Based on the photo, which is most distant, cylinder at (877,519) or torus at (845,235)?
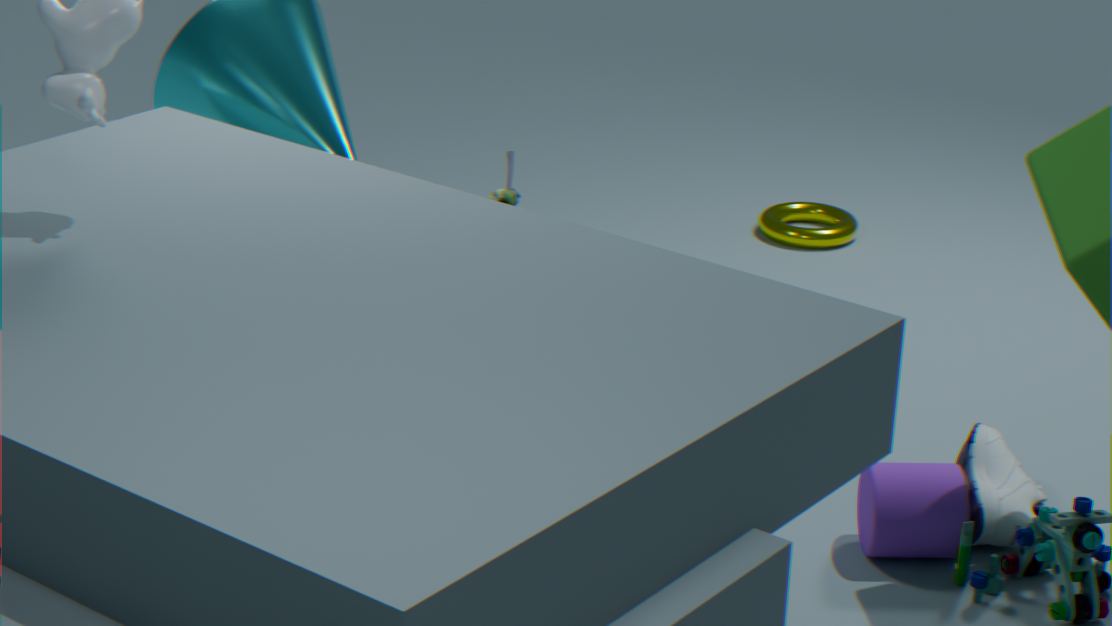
torus at (845,235)
